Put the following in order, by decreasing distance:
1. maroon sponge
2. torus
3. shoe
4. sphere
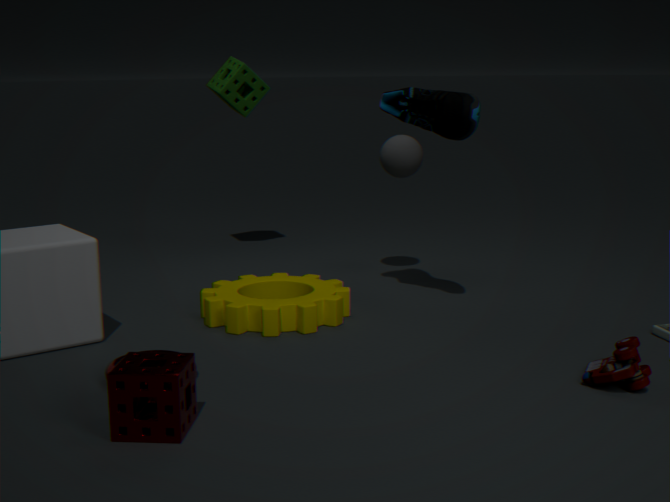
1. sphere
2. shoe
3. torus
4. maroon sponge
